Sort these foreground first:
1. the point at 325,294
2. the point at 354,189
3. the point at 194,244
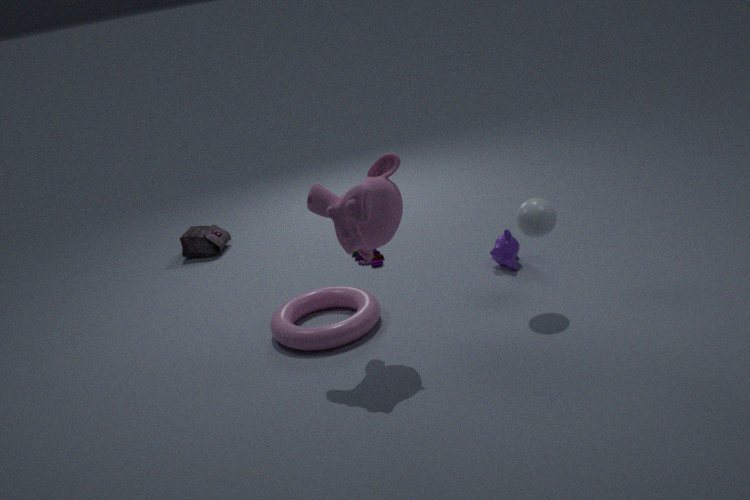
the point at 354,189 < the point at 325,294 < the point at 194,244
